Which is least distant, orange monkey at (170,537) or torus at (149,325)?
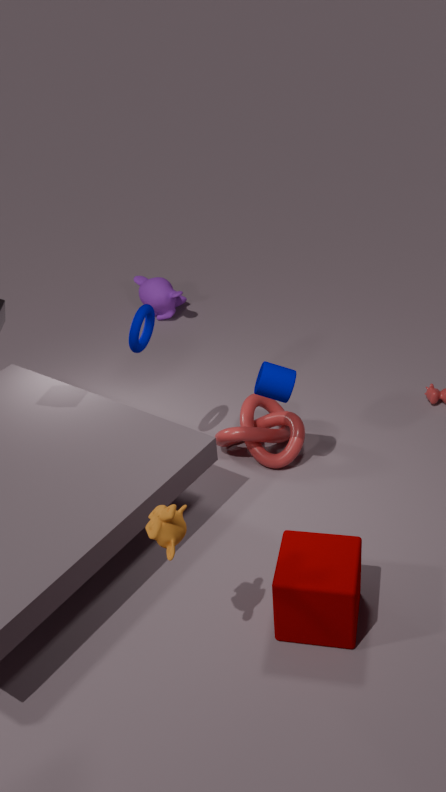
orange monkey at (170,537)
